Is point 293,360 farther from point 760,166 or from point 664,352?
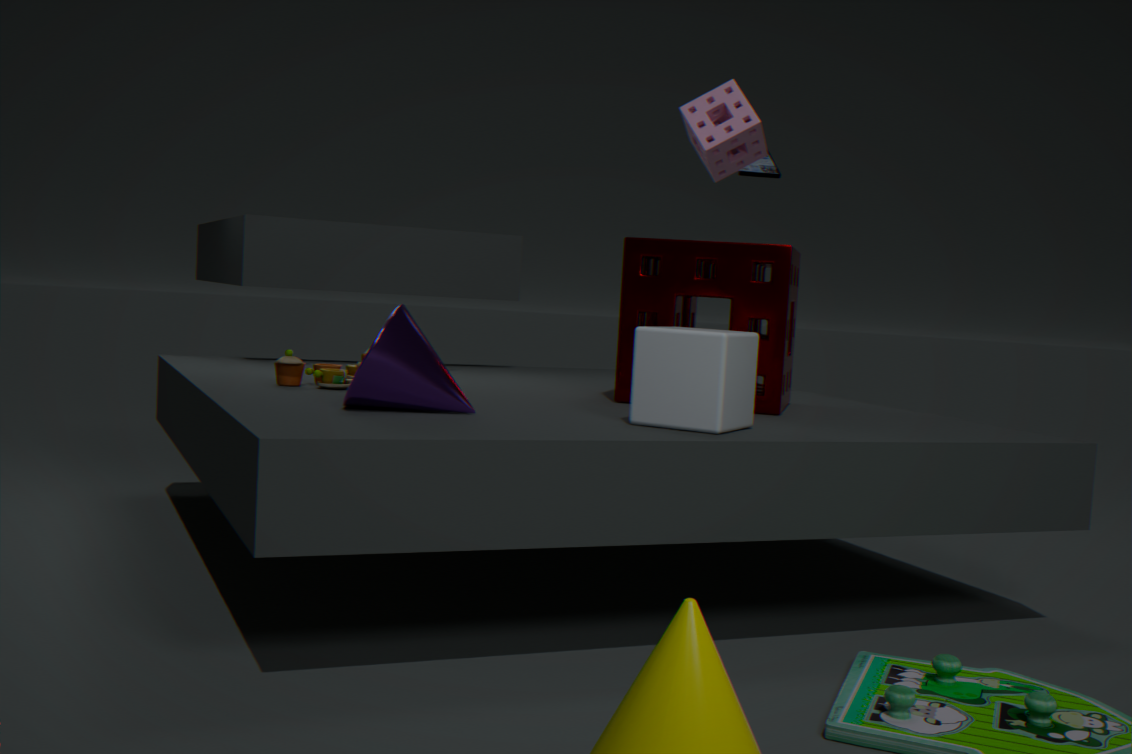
point 760,166
